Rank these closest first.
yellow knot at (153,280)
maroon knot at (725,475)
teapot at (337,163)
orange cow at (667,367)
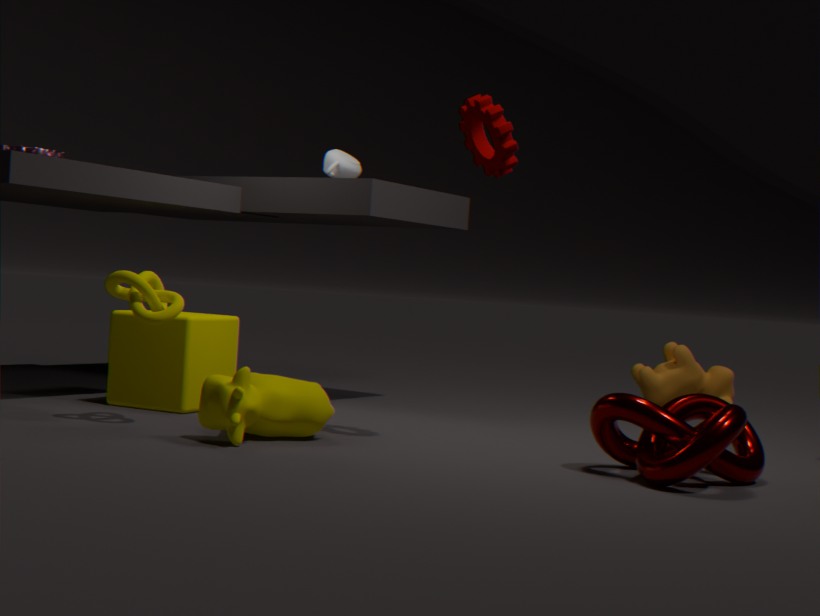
maroon knot at (725,475) < yellow knot at (153,280) < teapot at (337,163) < orange cow at (667,367)
